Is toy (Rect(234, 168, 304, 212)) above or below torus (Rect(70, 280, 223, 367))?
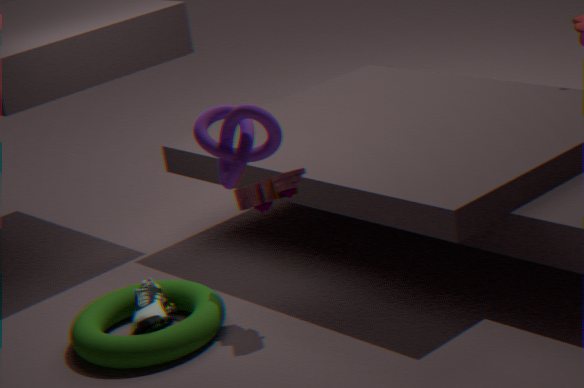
above
